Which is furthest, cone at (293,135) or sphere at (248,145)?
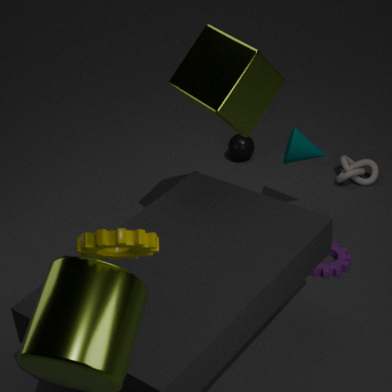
sphere at (248,145)
